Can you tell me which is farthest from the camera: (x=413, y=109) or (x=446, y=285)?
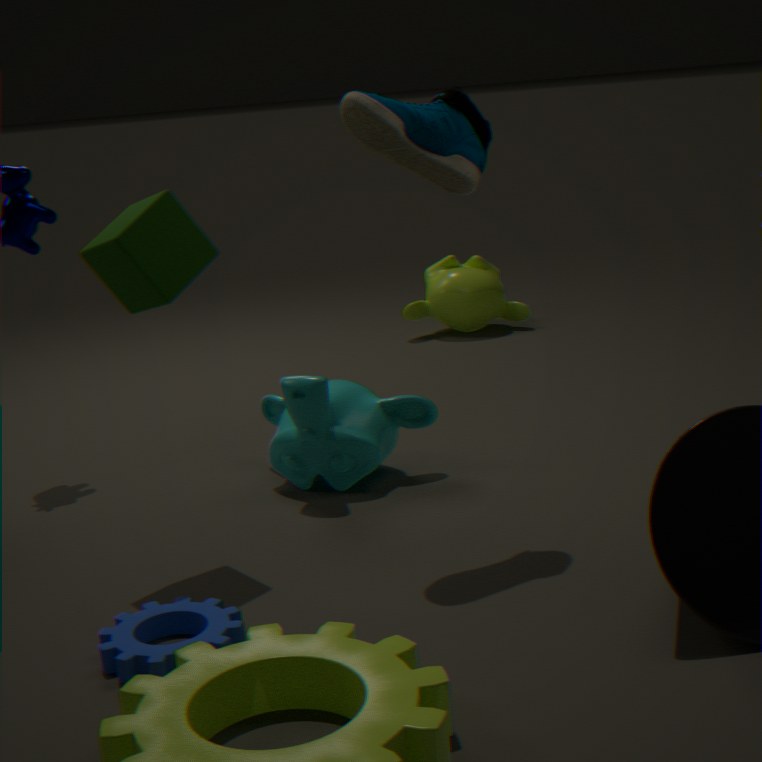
(x=446, y=285)
